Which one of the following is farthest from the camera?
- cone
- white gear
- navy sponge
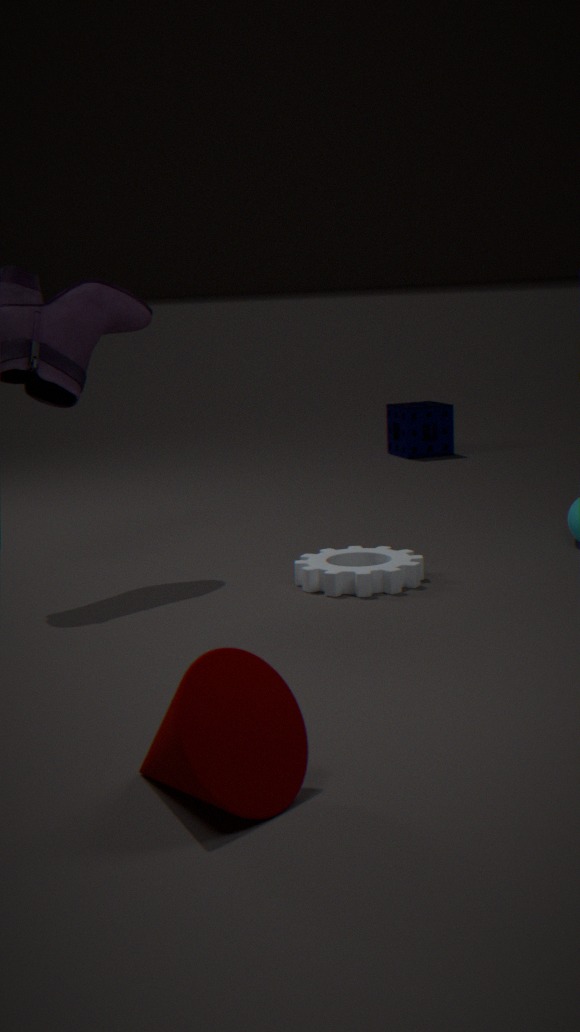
navy sponge
